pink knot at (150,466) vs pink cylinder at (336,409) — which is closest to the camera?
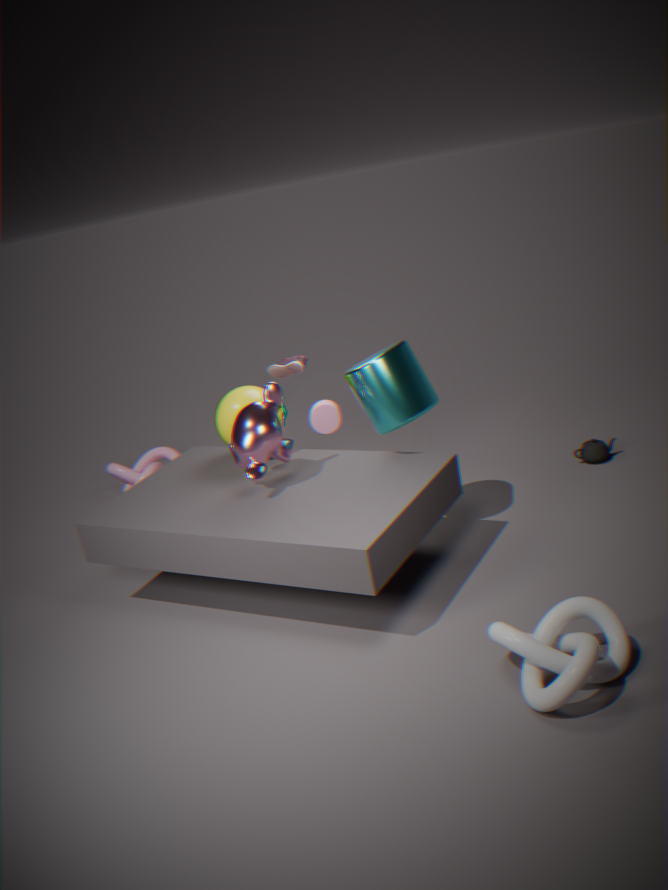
pink cylinder at (336,409)
